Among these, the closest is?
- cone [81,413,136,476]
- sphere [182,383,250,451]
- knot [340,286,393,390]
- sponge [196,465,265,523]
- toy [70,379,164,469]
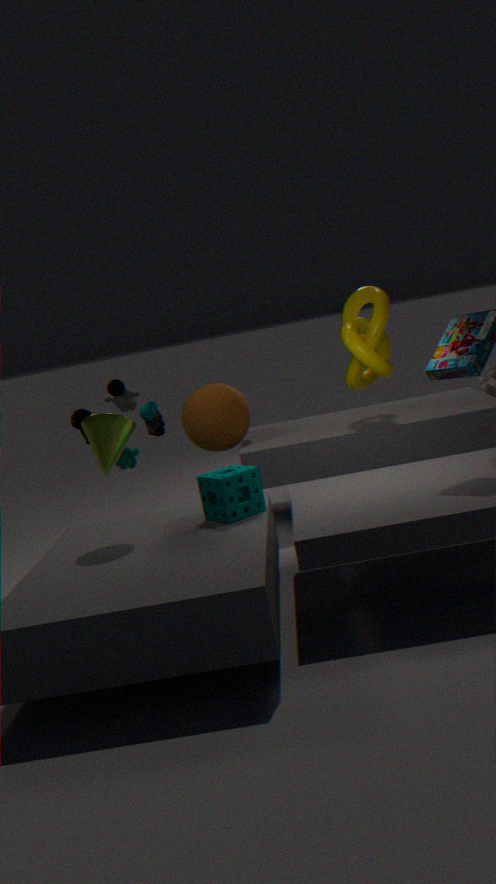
cone [81,413,136,476]
